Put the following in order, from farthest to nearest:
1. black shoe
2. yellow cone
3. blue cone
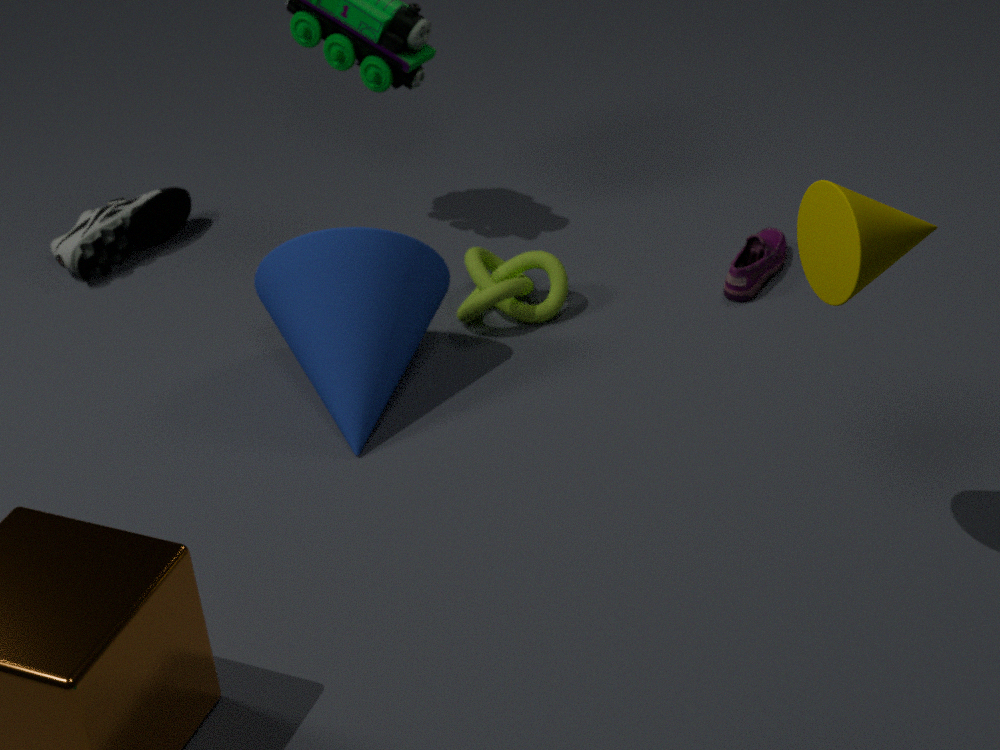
black shoe → blue cone → yellow cone
